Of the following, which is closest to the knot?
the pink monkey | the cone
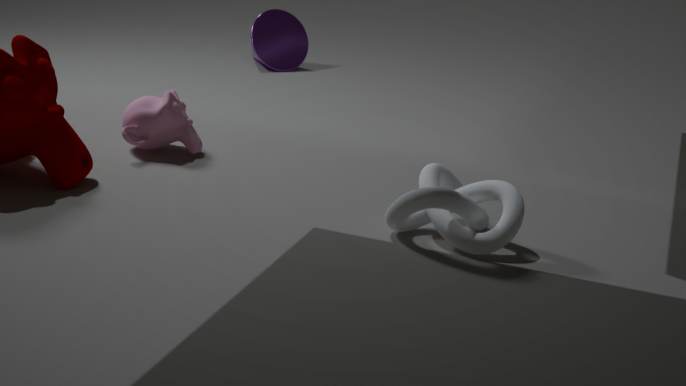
the pink monkey
